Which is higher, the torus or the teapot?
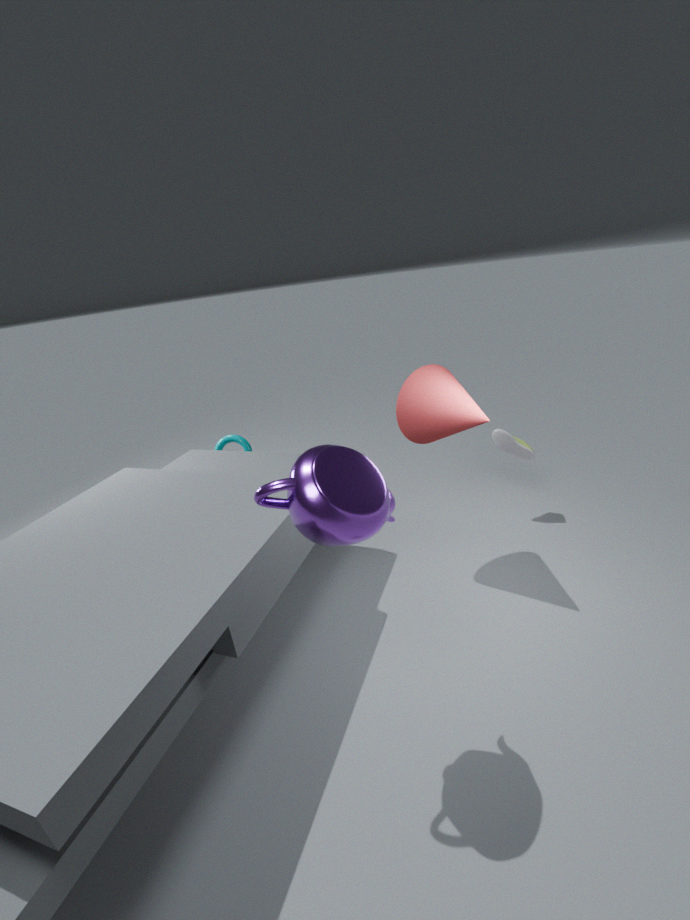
the teapot
